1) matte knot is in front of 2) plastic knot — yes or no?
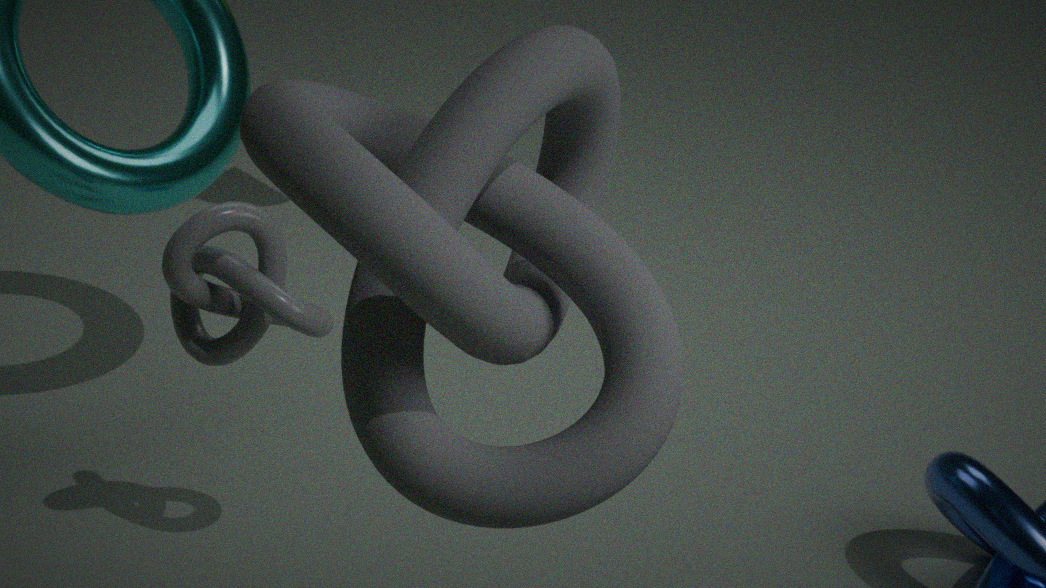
Yes
